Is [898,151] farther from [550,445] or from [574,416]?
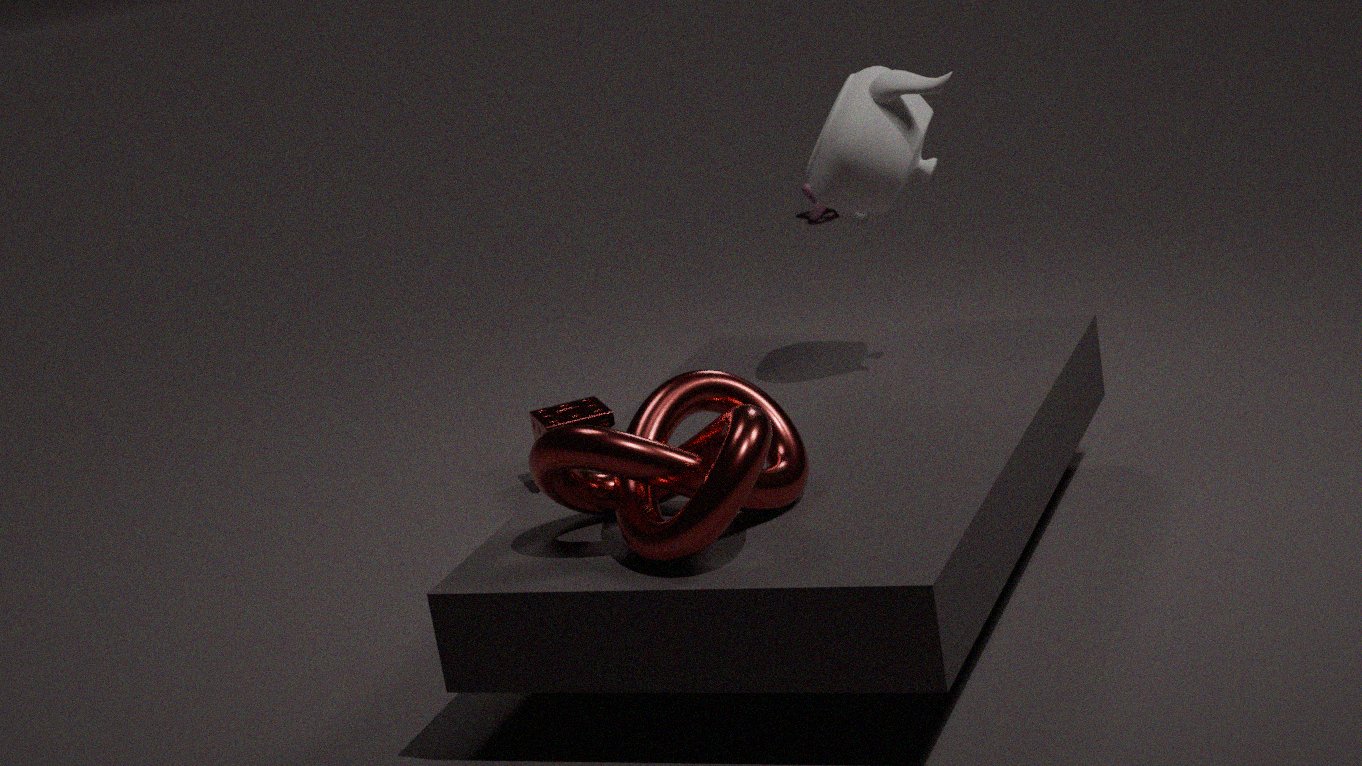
[574,416]
